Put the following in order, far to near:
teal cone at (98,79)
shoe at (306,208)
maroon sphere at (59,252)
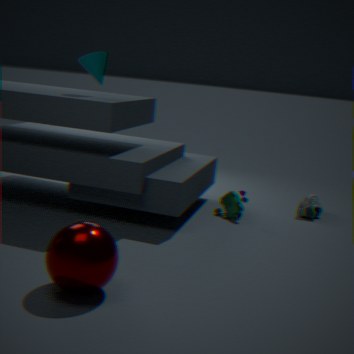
shoe at (306,208), teal cone at (98,79), maroon sphere at (59,252)
